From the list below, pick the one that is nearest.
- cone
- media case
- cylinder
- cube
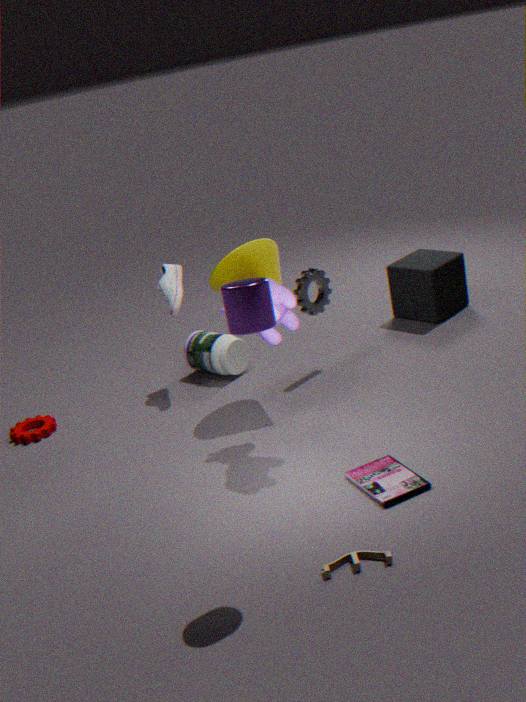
cylinder
